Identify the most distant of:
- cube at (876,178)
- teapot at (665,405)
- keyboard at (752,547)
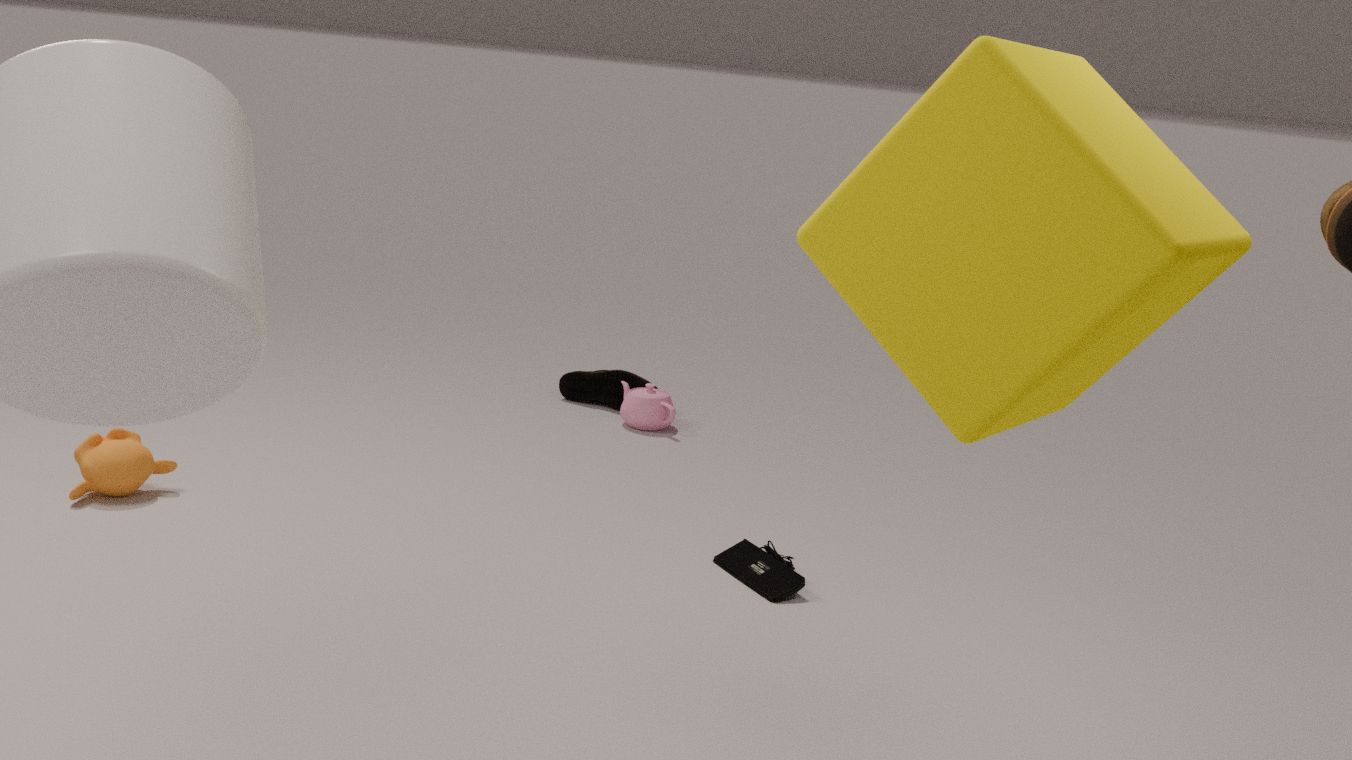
teapot at (665,405)
